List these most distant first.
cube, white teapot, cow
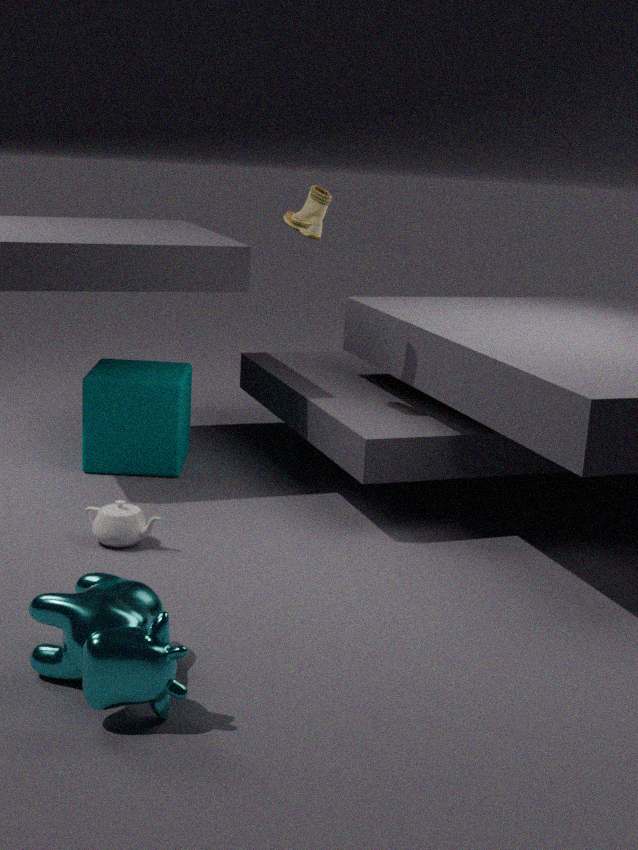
1. cube
2. white teapot
3. cow
